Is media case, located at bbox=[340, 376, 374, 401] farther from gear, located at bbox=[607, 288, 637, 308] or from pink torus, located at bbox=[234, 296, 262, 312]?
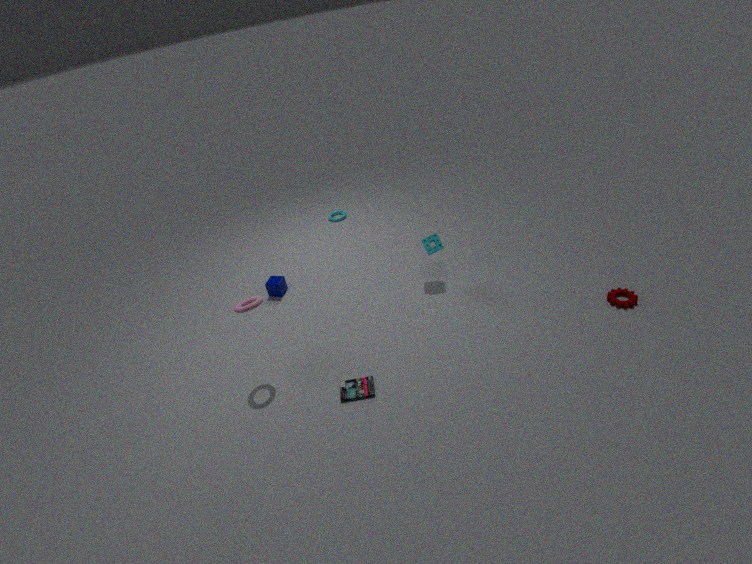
gear, located at bbox=[607, 288, 637, 308]
